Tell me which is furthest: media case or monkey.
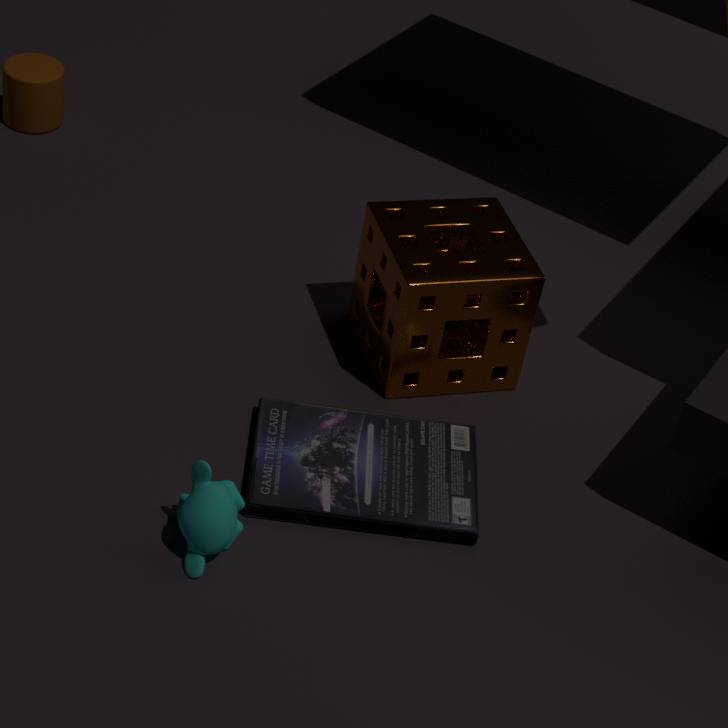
media case
